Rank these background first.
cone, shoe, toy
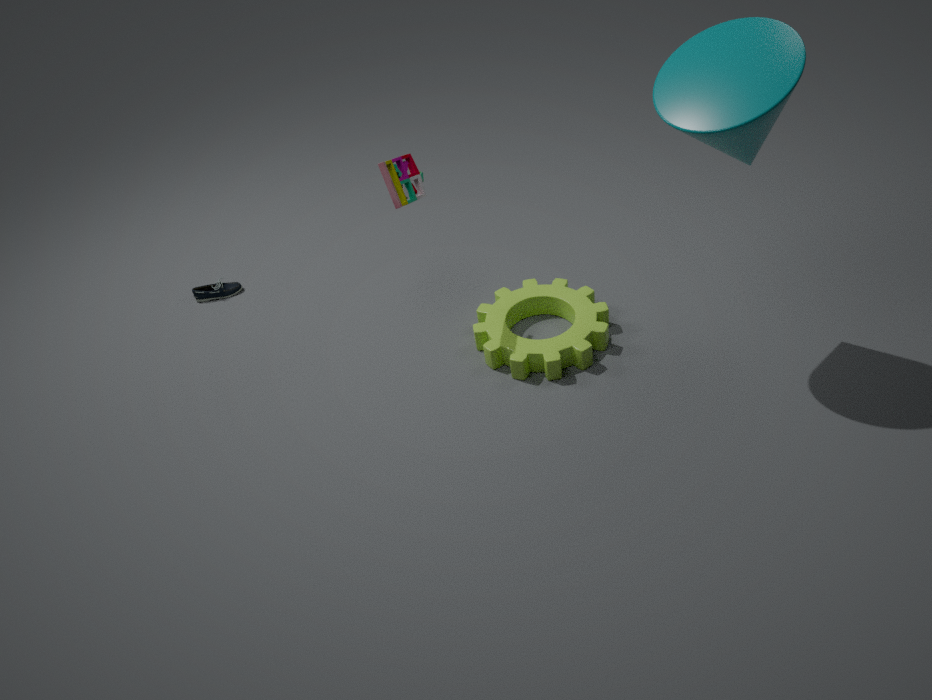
shoe, toy, cone
